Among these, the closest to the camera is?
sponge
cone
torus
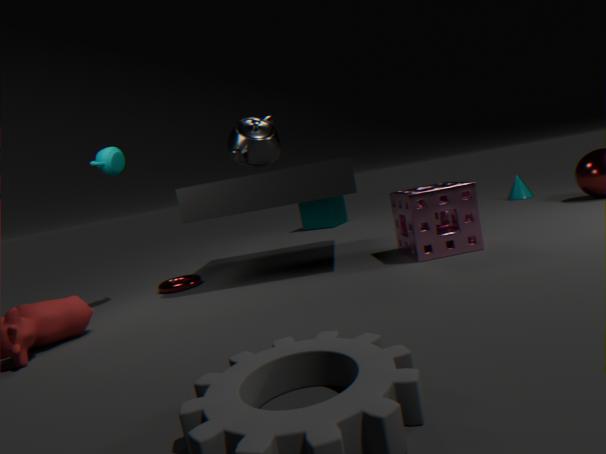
sponge
